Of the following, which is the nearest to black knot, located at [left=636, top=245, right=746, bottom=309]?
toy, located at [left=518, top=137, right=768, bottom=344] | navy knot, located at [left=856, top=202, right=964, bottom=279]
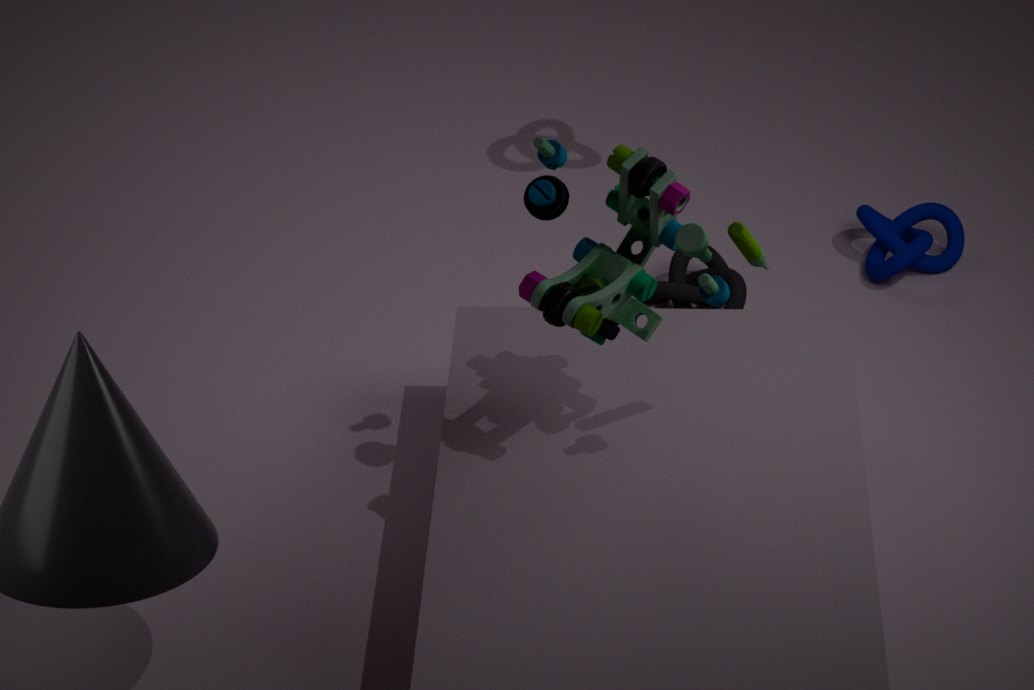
navy knot, located at [left=856, top=202, right=964, bottom=279]
